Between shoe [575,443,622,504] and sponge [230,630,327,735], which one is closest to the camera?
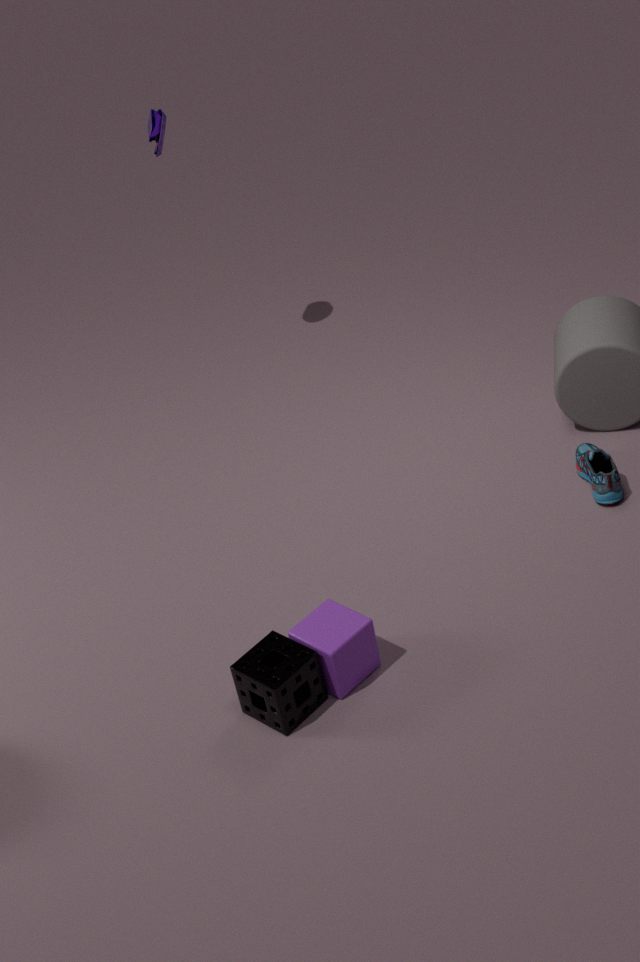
sponge [230,630,327,735]
